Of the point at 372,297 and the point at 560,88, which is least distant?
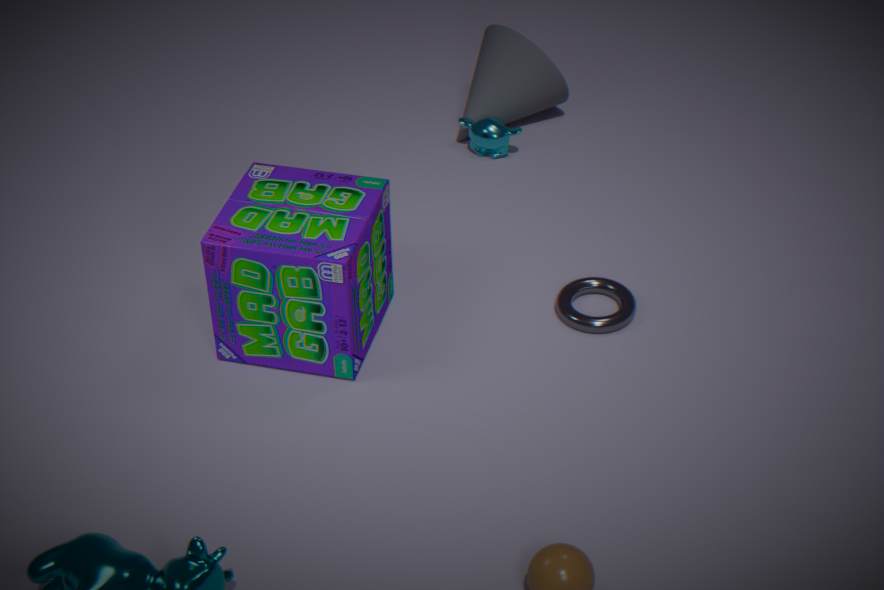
the point at 372,297
